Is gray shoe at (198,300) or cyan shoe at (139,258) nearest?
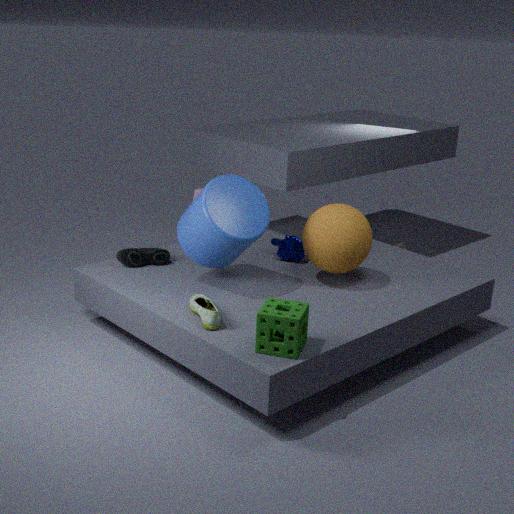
gray shoe at (198,300)
